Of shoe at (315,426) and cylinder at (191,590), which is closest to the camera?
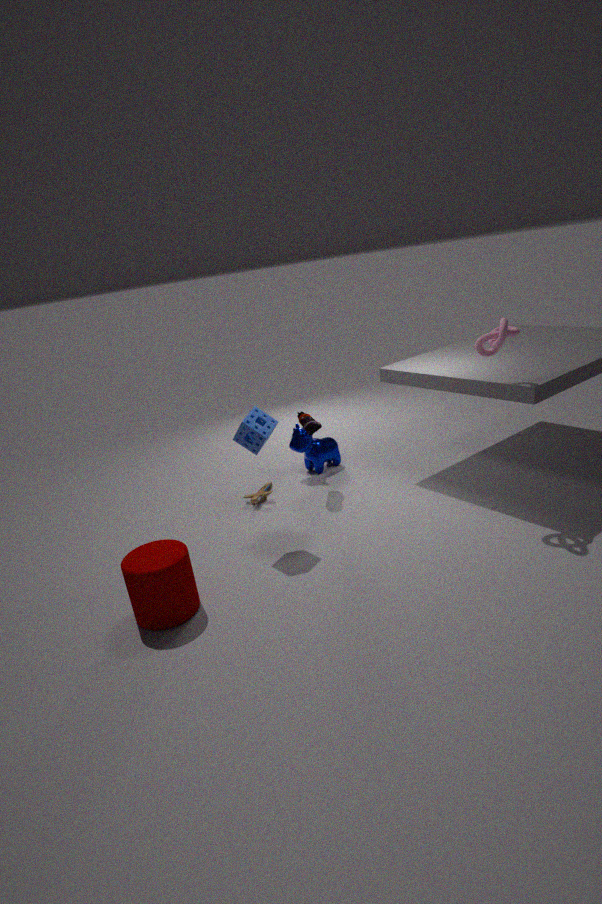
cylinder at (191,590)
